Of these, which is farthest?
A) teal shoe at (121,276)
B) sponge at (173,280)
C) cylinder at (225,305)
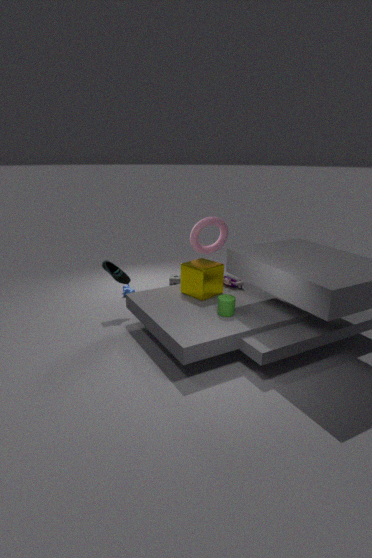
sponge at (173,280)
